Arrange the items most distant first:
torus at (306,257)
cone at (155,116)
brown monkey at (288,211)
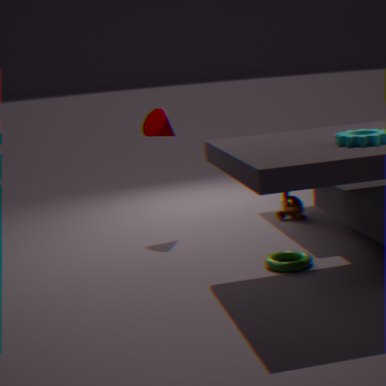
1. brown monkey at (288,211)
2. cone at (155,116)
3. torus at (306,257)
